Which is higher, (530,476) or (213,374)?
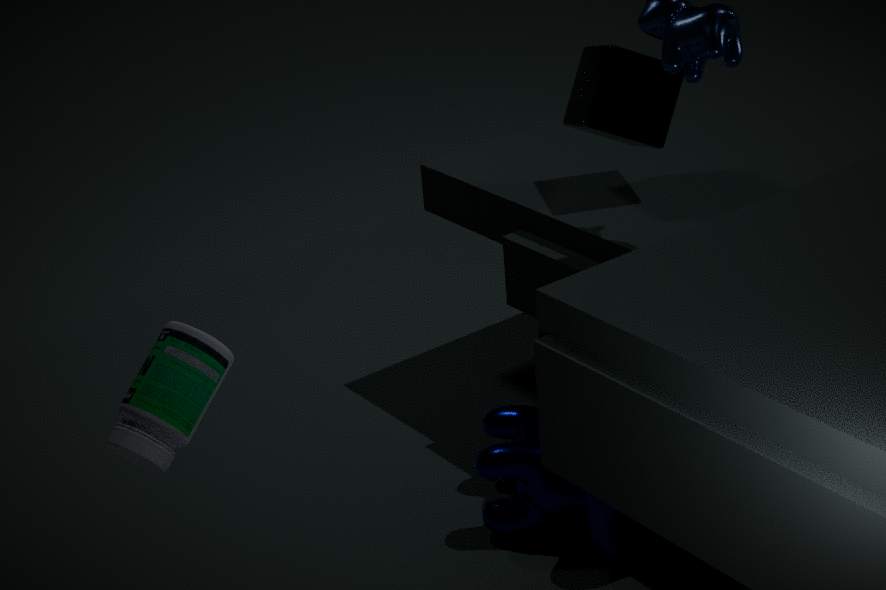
(213,374)
